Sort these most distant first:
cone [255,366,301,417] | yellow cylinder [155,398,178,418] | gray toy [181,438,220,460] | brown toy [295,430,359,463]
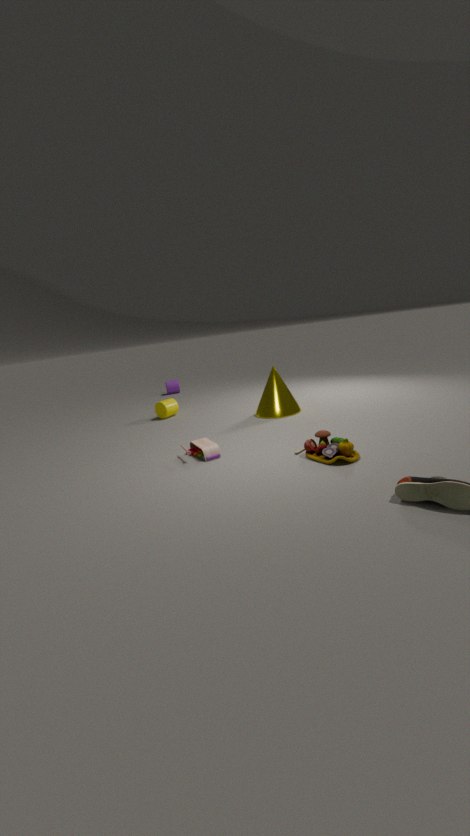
yellow cylinder [155,398,178,418], cone [255,366,301,417], gray toy [181,438,220,460], brown toy [295,430,359,463]
